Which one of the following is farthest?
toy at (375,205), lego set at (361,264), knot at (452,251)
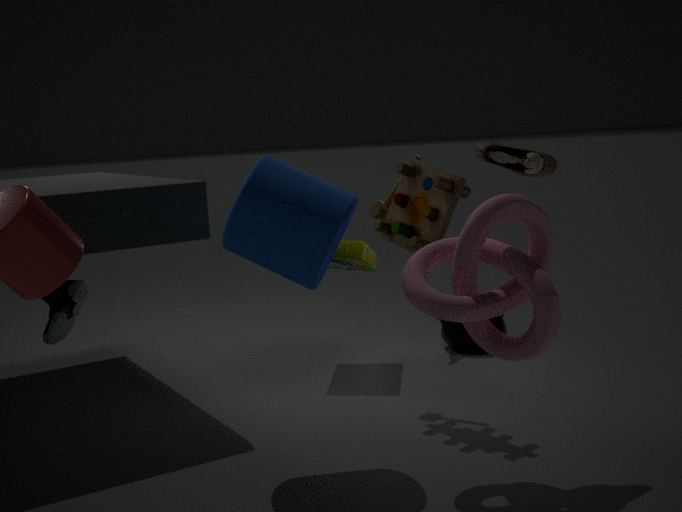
lego set at (361,264)
